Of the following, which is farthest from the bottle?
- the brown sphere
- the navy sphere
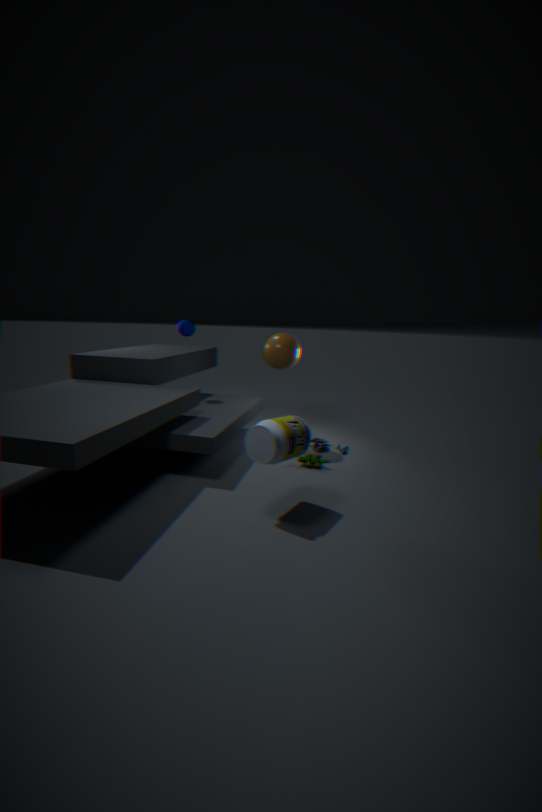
the navy sphere
